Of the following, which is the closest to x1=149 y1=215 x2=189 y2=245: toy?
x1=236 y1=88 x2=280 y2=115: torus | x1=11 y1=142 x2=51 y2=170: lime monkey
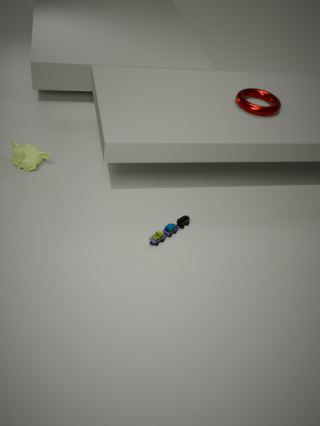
x1=236 y1=88 x2=280 y2=115: torus
